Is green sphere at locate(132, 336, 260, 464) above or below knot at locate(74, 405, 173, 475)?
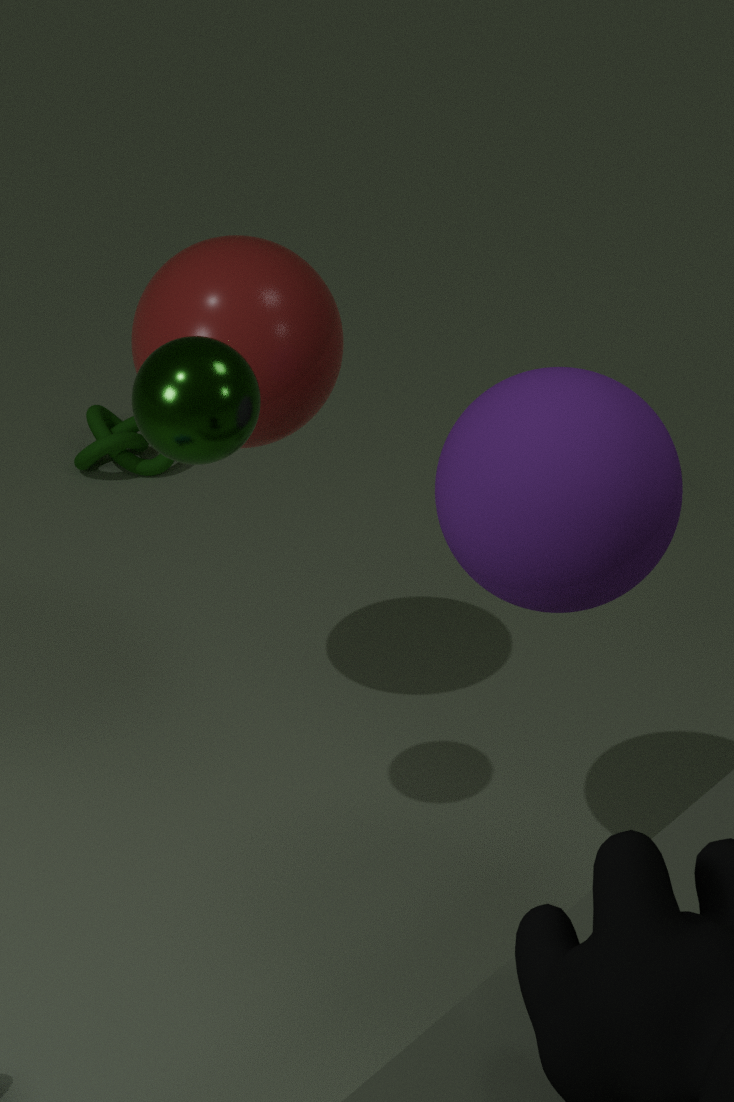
above
